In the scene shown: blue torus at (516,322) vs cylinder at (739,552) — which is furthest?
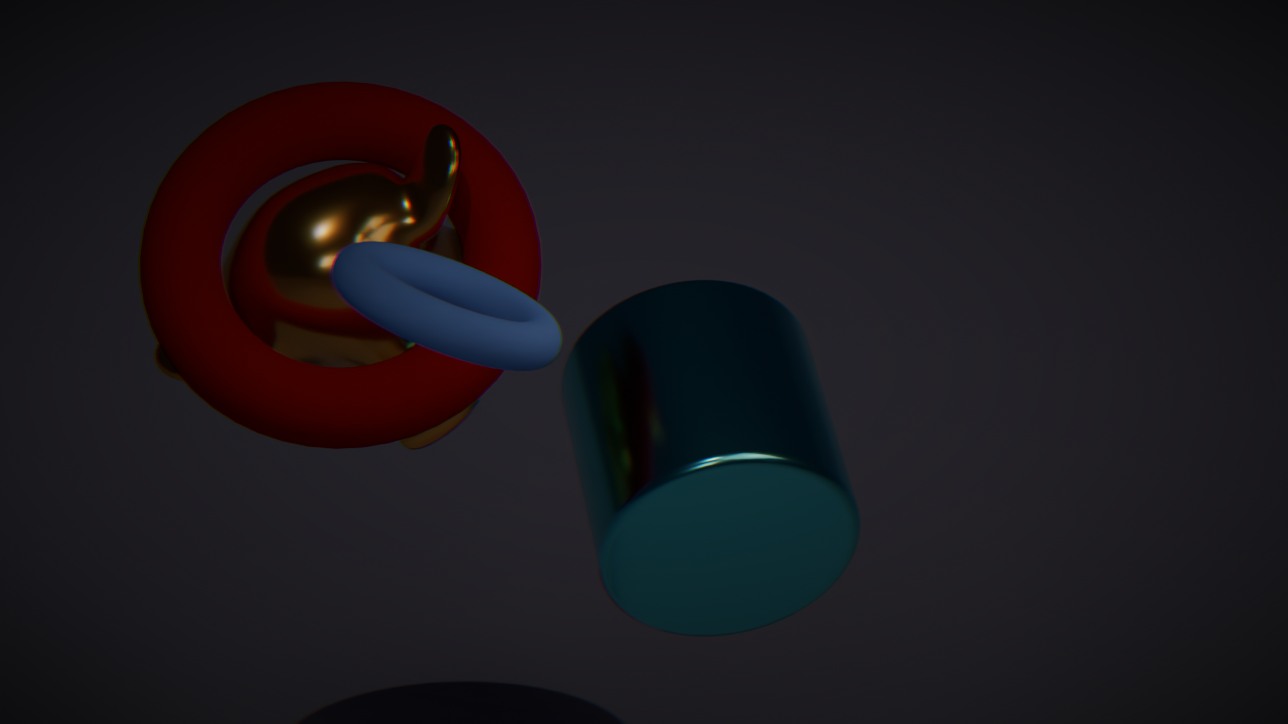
cylinder at (739,552)
